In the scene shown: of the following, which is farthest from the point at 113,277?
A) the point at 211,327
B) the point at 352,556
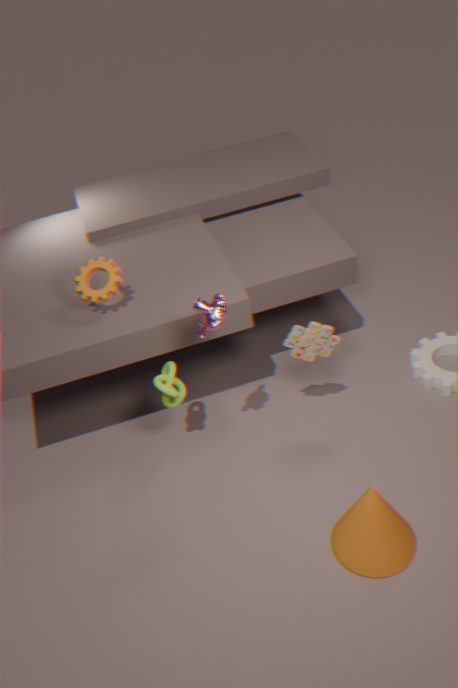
the point at 352,556
